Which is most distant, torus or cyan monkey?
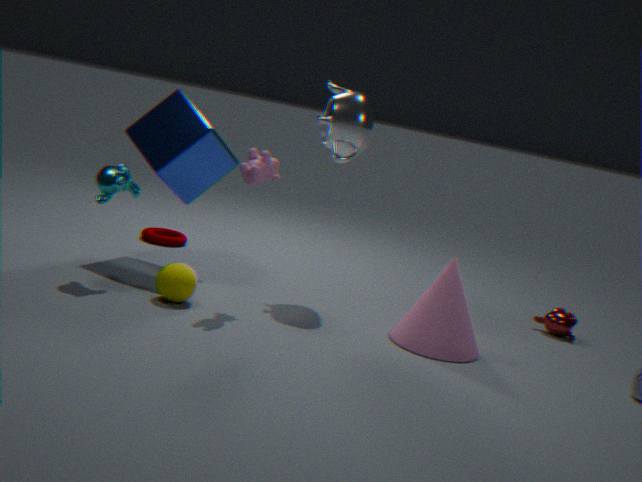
torus
